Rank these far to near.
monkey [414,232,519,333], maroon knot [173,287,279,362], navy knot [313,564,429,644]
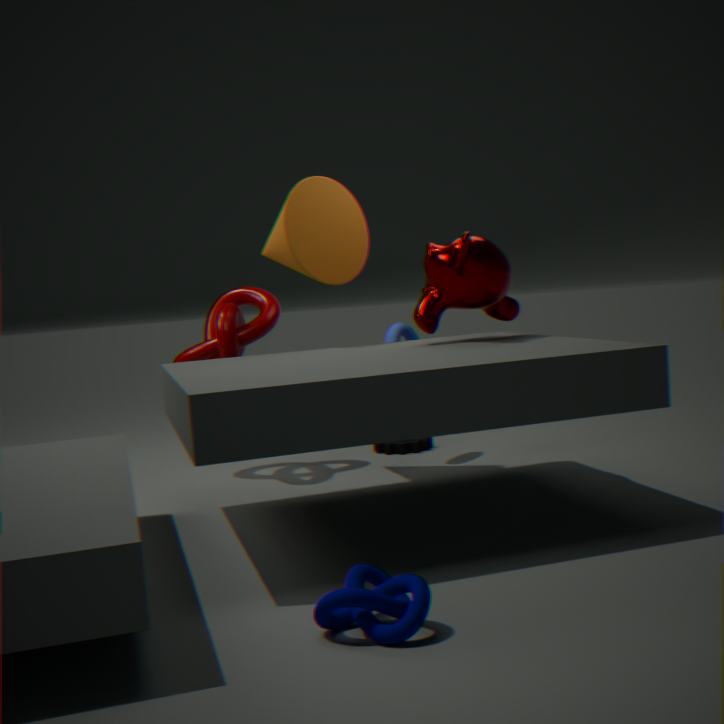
maroon knot [173,287,279,362]
monkey [414,232,519,333]
navy knot [313,564,429,644]
